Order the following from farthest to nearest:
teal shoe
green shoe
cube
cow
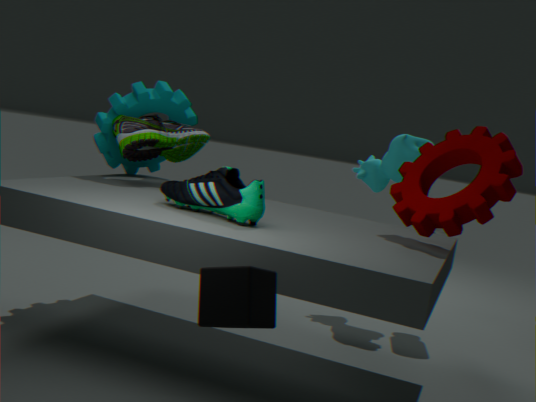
cow
green shoe
teal shoe
cube
